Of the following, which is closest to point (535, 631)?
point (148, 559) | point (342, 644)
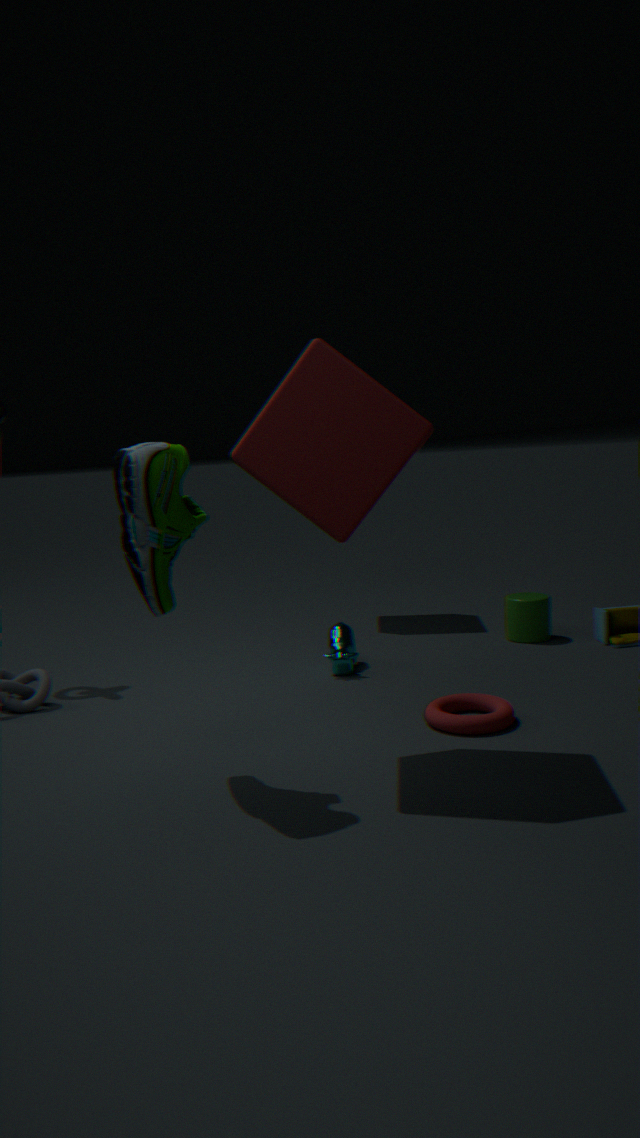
point (342, 644)
